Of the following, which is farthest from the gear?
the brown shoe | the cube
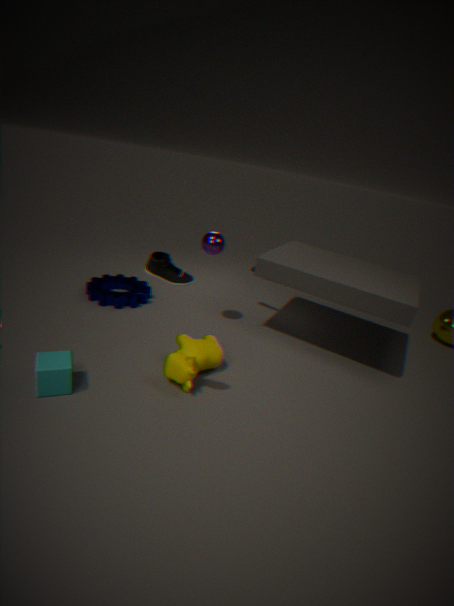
the brown shoe
